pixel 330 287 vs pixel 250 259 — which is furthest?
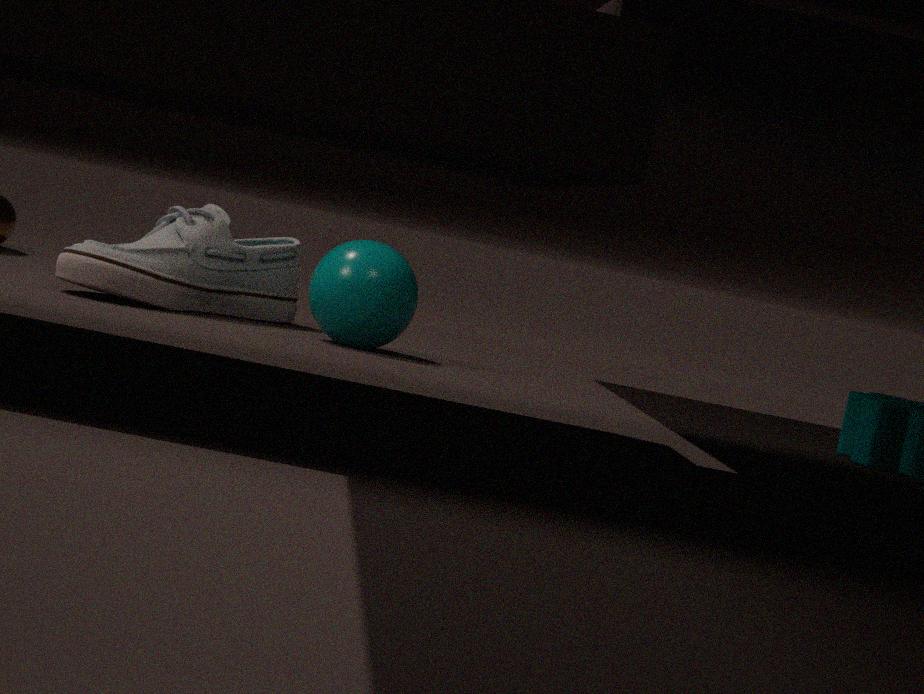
pixel 250 259
